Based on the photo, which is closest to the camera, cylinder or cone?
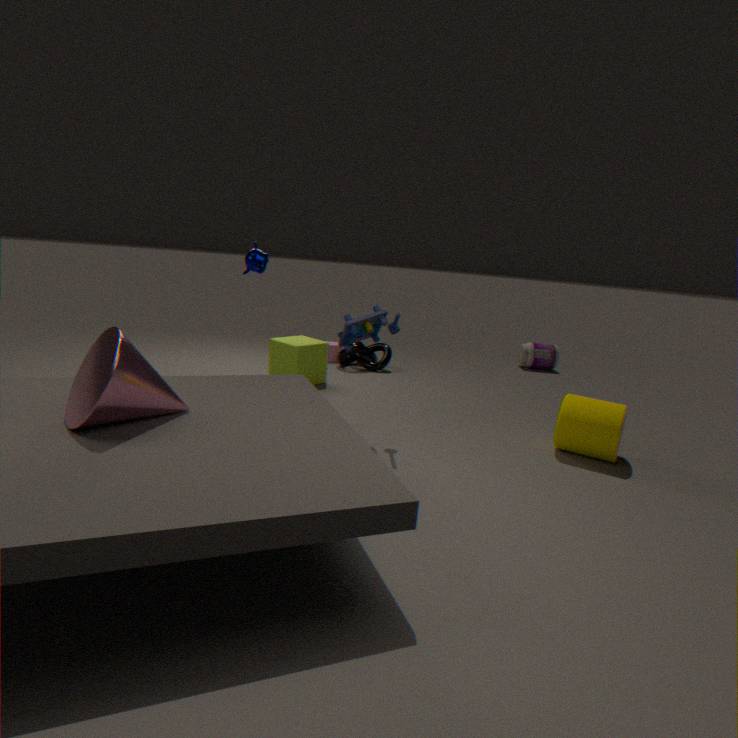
cone
